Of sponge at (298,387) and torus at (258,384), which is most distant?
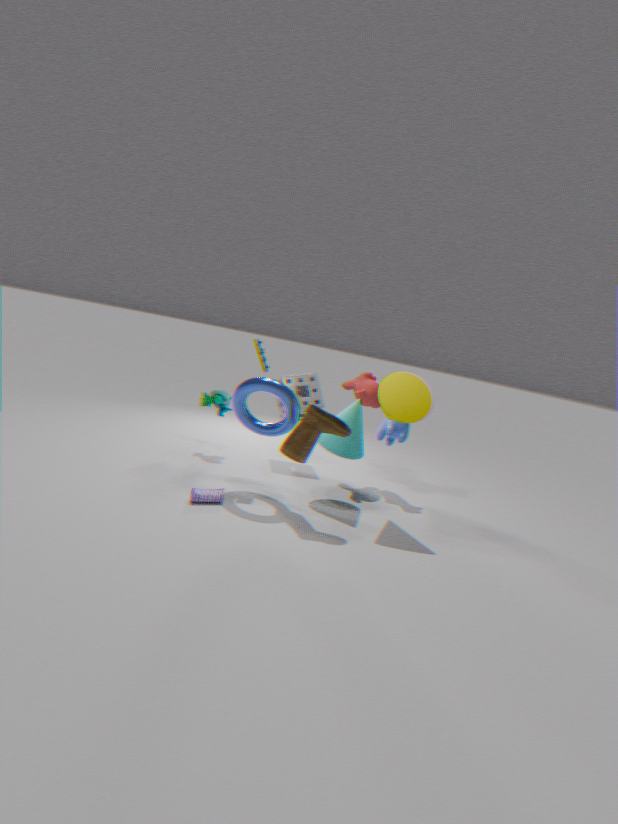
sponge at (298,387)
